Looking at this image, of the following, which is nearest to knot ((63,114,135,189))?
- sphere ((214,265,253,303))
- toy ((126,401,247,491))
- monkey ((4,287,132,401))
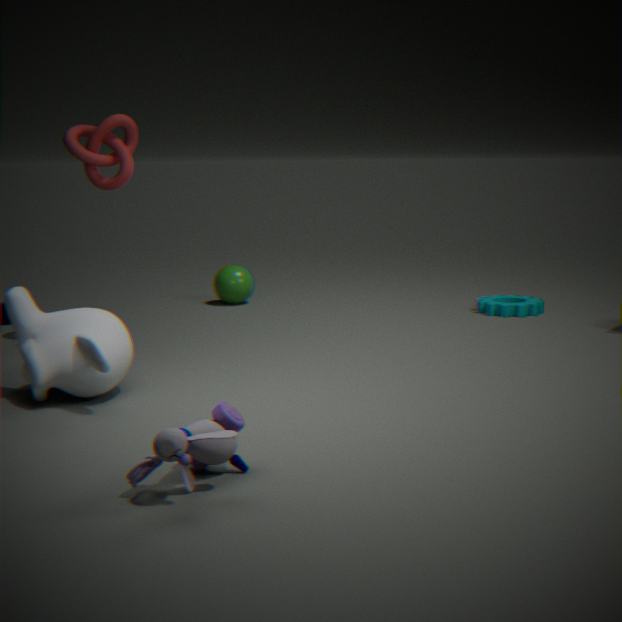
monkey ((4,287,132,401))
